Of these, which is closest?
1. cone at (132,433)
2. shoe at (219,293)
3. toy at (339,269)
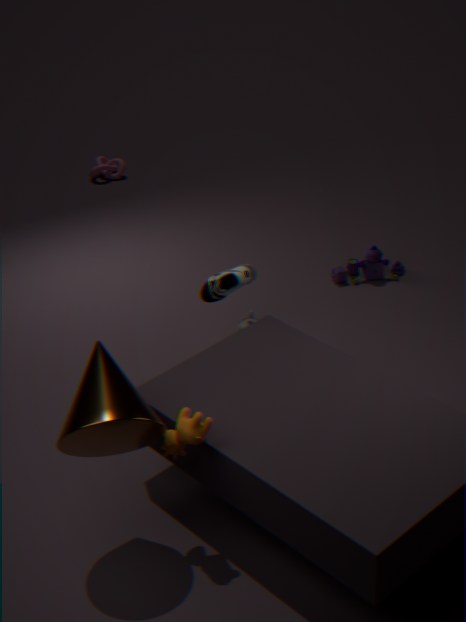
cone at (132,433)
